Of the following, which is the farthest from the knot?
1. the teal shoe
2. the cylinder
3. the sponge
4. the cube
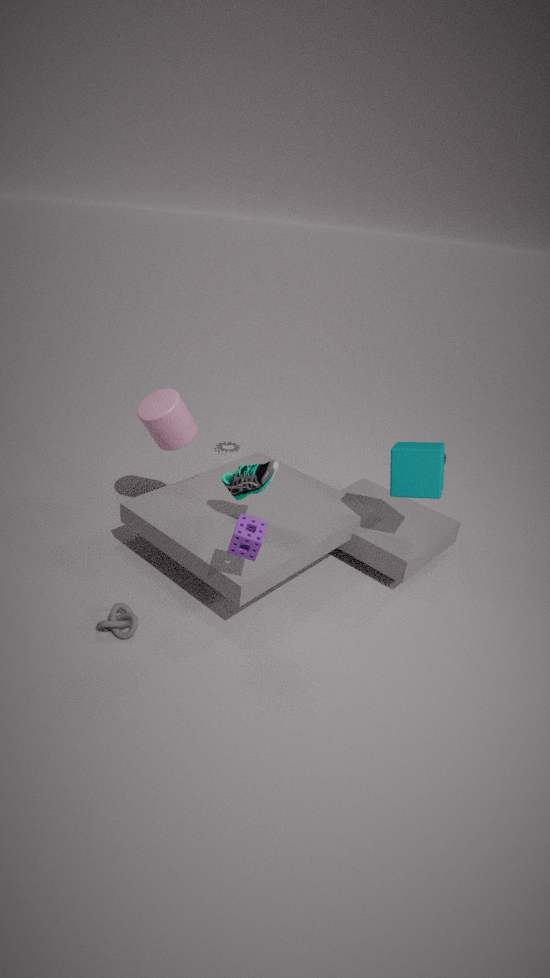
the cube
